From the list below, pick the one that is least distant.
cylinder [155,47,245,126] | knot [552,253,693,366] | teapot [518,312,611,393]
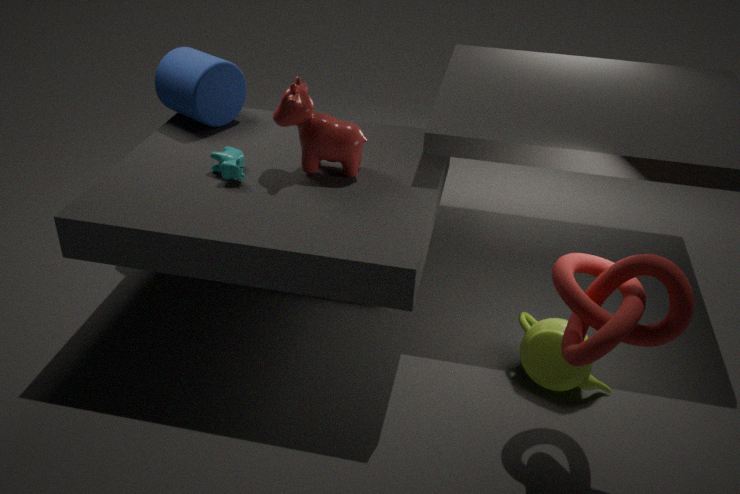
knot [552,253,693,366]
